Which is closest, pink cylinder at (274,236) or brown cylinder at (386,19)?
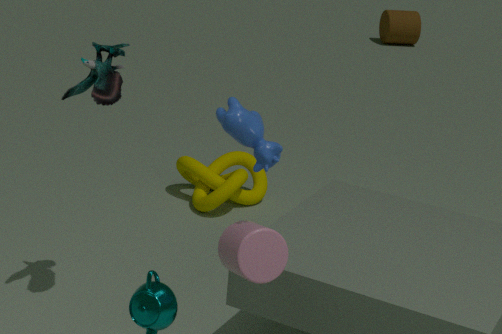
pink cylinder at (274,236)
